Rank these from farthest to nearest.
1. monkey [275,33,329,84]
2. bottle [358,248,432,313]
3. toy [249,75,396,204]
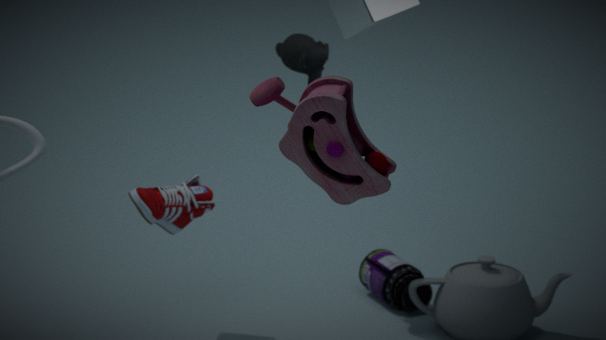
bottle [358,248,432,313]
monkey [275,33,329,84]
toy [249,75,396,204]
